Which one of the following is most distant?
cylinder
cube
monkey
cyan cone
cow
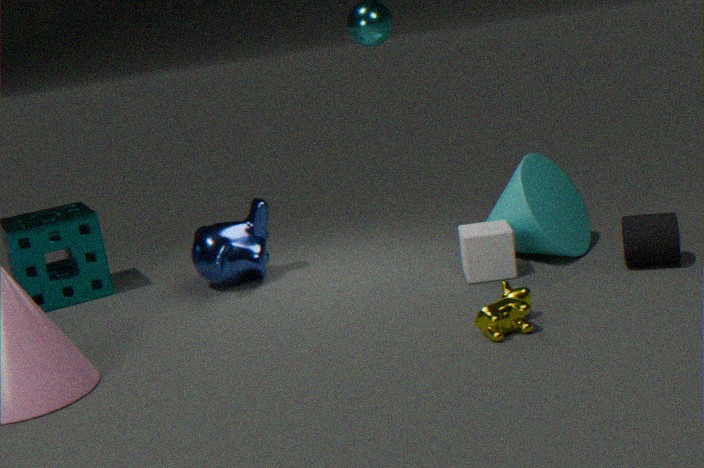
monkey
